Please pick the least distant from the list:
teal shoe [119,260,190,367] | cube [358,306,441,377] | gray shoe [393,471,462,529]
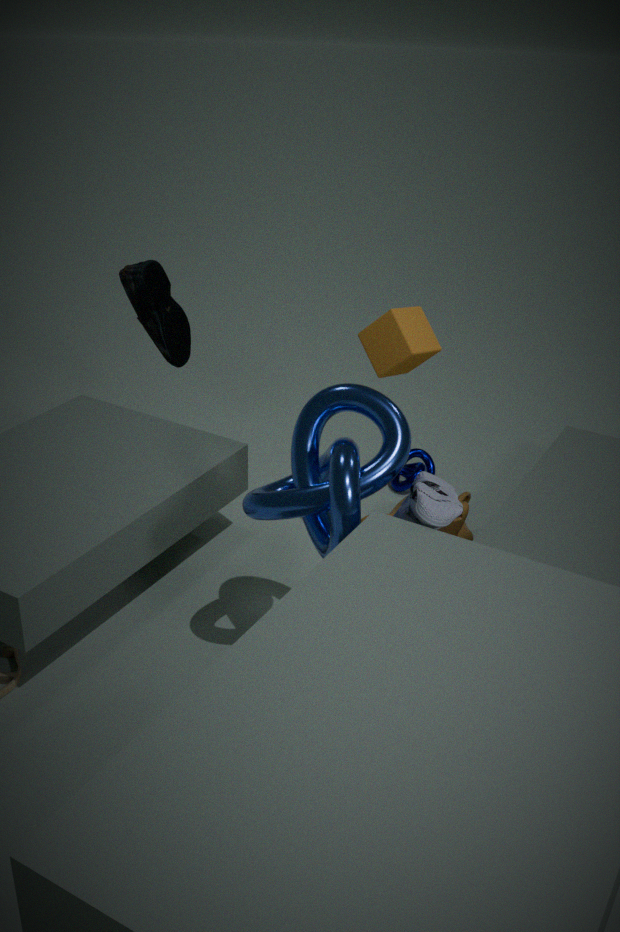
gray shoe [393,471,462,529]
